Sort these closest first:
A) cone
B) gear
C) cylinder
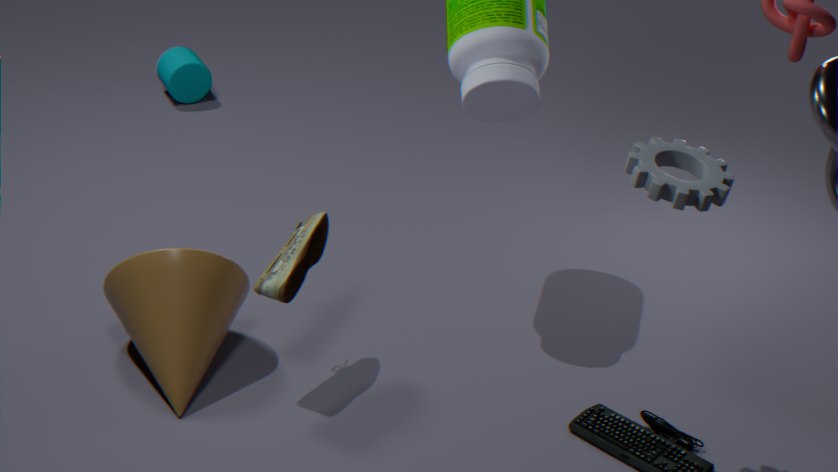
gear
cone
cylinder
